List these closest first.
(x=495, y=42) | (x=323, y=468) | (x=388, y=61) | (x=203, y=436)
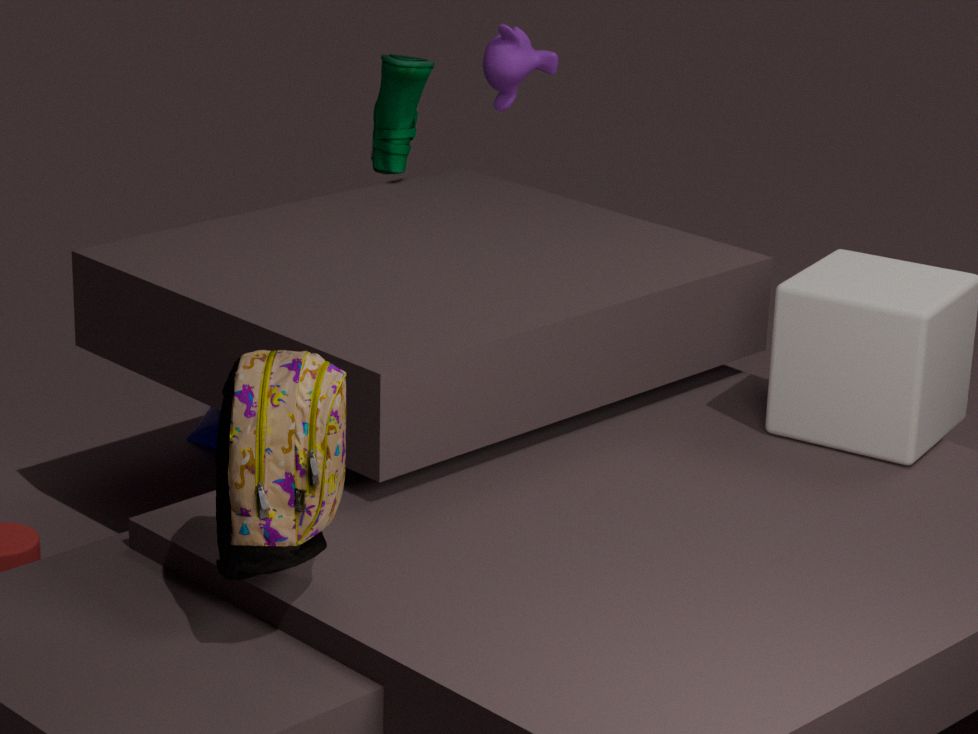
(x=323, y=468) < (x=388, y=61) < (x=495, y=42) < (x=203, y=436)
